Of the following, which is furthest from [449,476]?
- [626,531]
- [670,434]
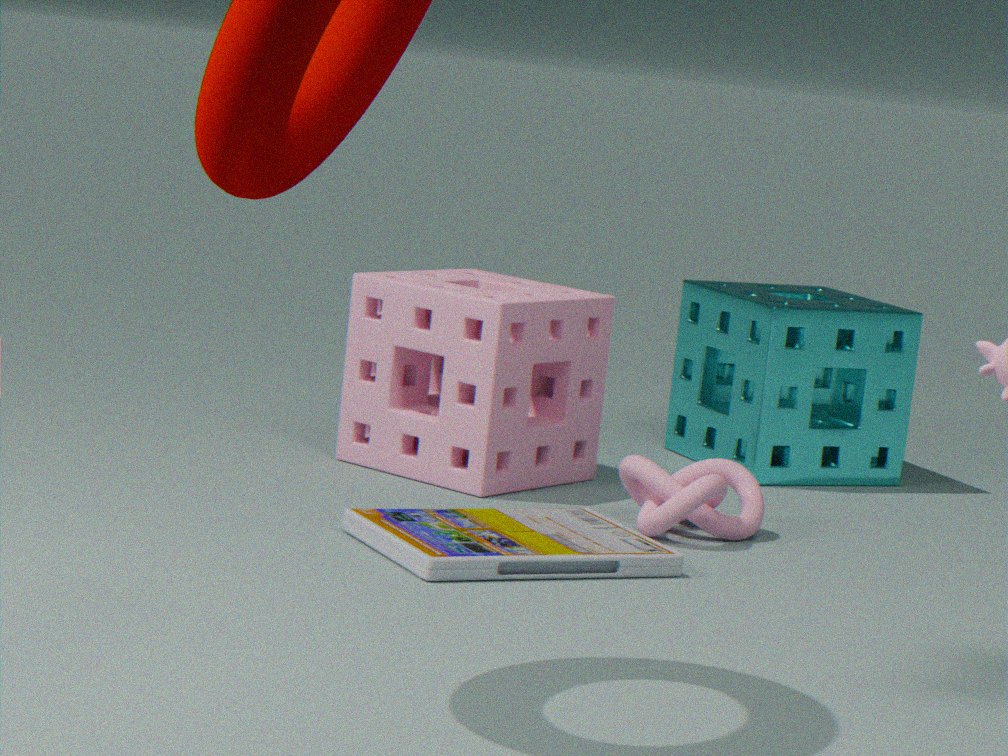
[670,434]
